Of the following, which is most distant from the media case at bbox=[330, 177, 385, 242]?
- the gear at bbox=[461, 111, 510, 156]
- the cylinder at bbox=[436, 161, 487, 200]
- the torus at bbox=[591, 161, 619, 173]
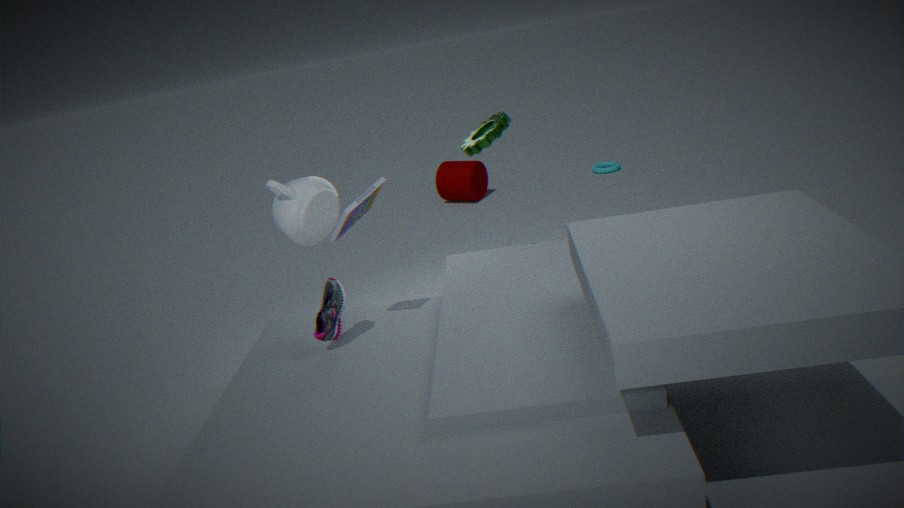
the torus at bbox=[591, 161, 619, 173]
